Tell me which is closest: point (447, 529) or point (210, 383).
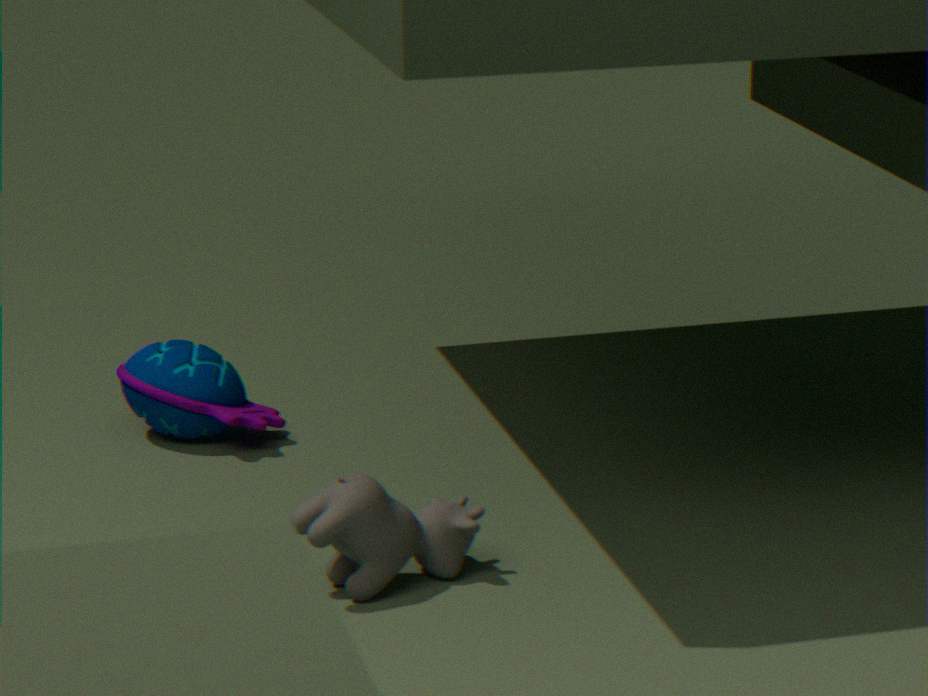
point (447, 529)
